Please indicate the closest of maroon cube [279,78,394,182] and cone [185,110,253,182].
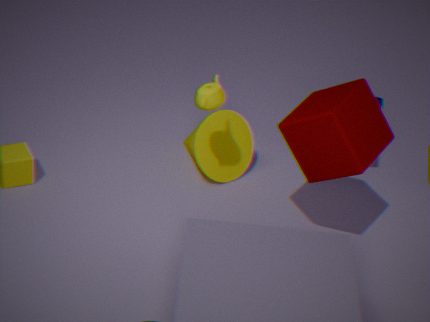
maroon cube [279,78,394,182]
